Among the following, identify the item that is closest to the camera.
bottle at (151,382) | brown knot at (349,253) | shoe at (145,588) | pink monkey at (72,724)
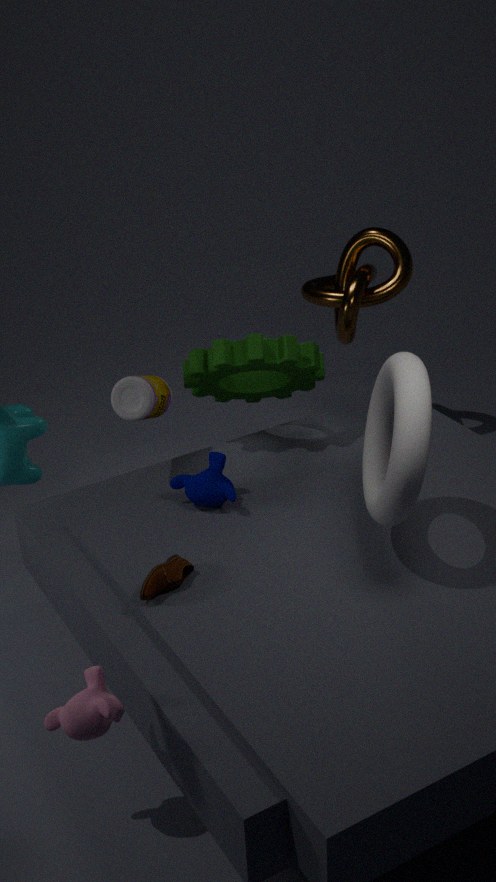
pink monkey at (72,724)
